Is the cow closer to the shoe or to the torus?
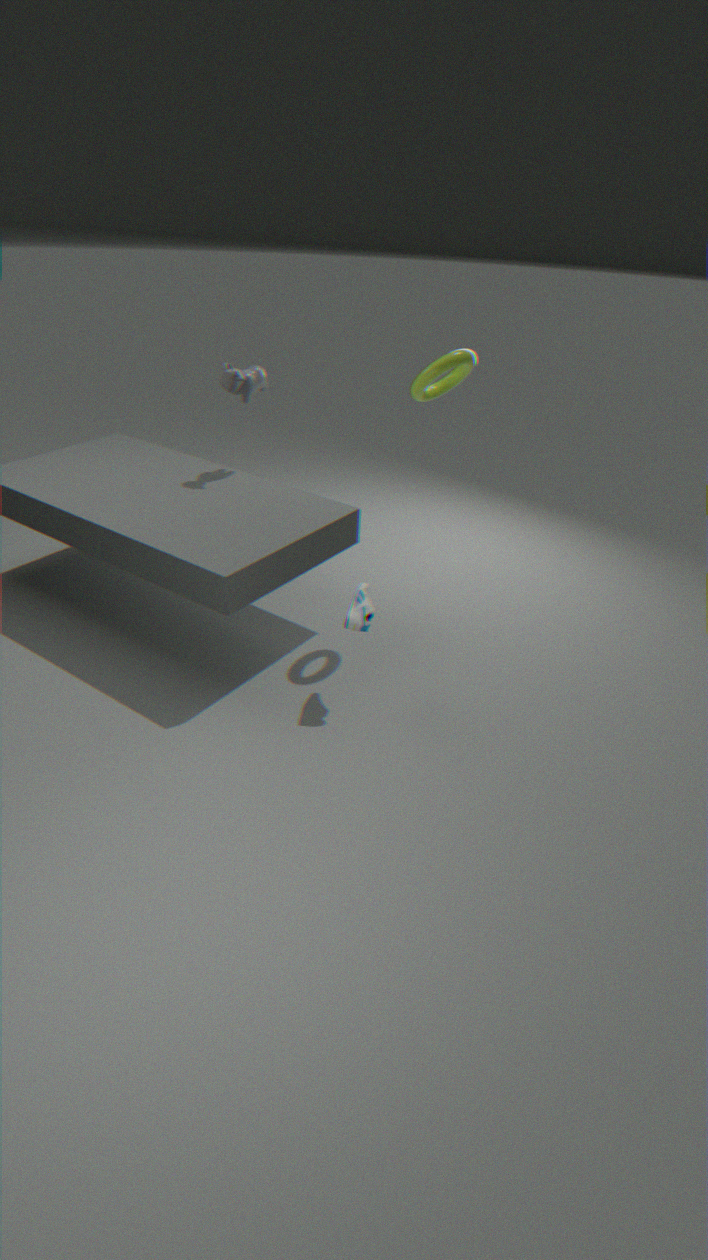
the torus
